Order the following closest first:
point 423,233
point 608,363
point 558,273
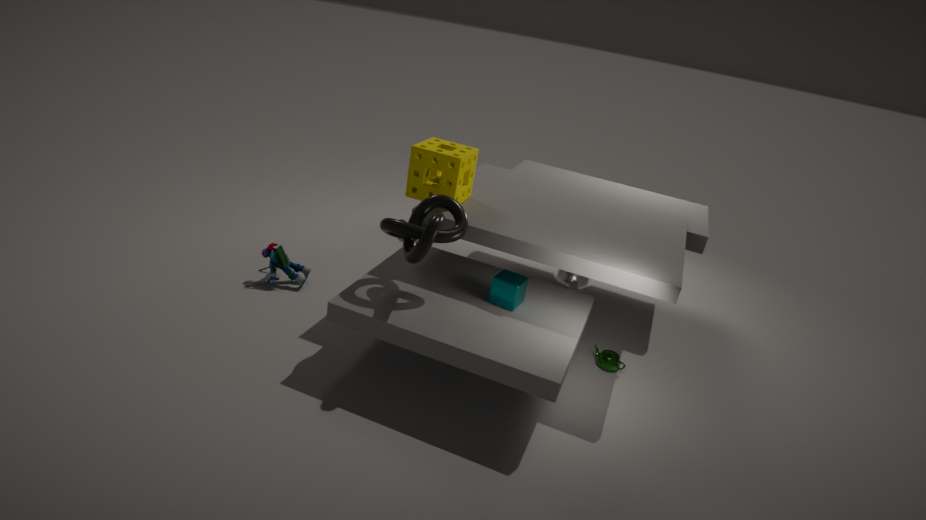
point 423,233
point 608,363
point 558,273
